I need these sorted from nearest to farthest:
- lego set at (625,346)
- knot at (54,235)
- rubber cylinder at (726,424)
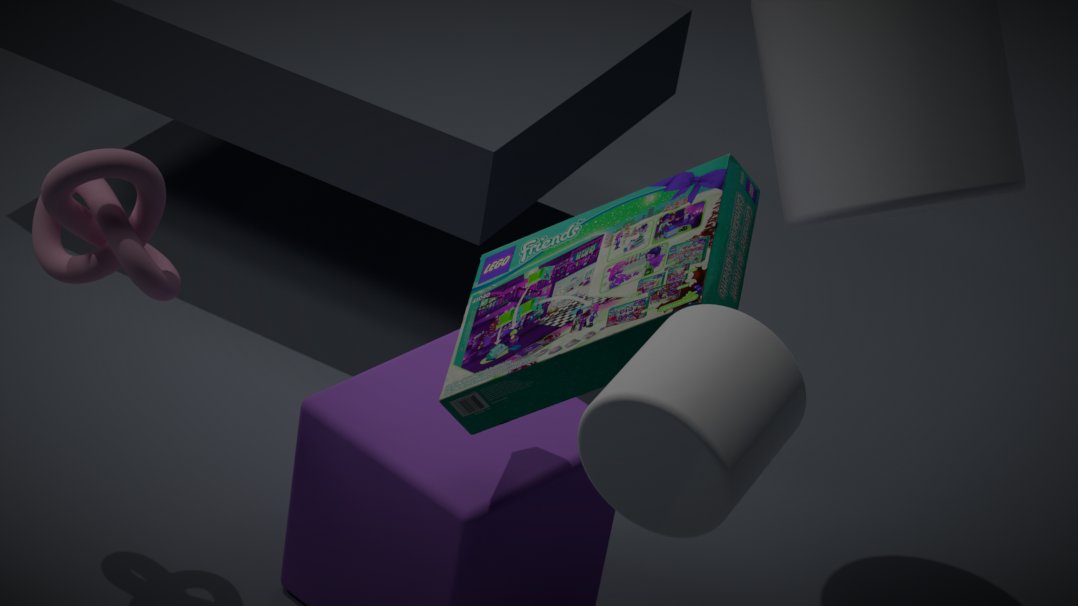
rubber cylinder at (726,424), lego set at (625,346), knot at (54,235)
